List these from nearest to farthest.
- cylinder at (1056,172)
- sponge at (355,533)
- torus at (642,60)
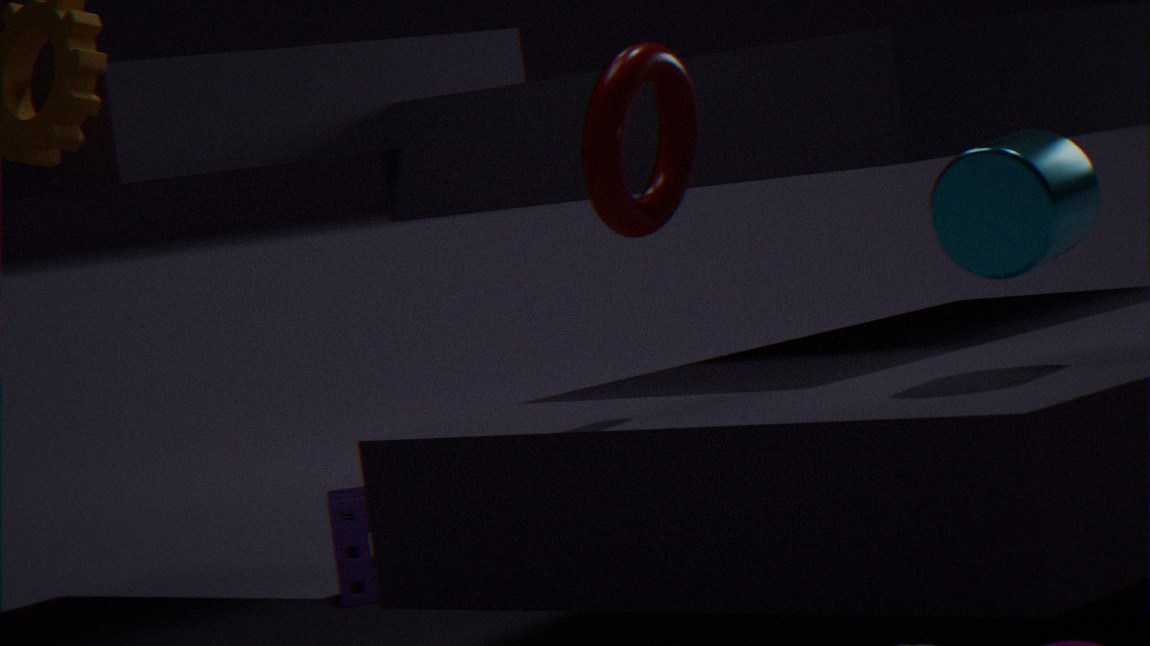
cylinder at (1056,172) < torus at (642,60) < sponge at (355,533)
